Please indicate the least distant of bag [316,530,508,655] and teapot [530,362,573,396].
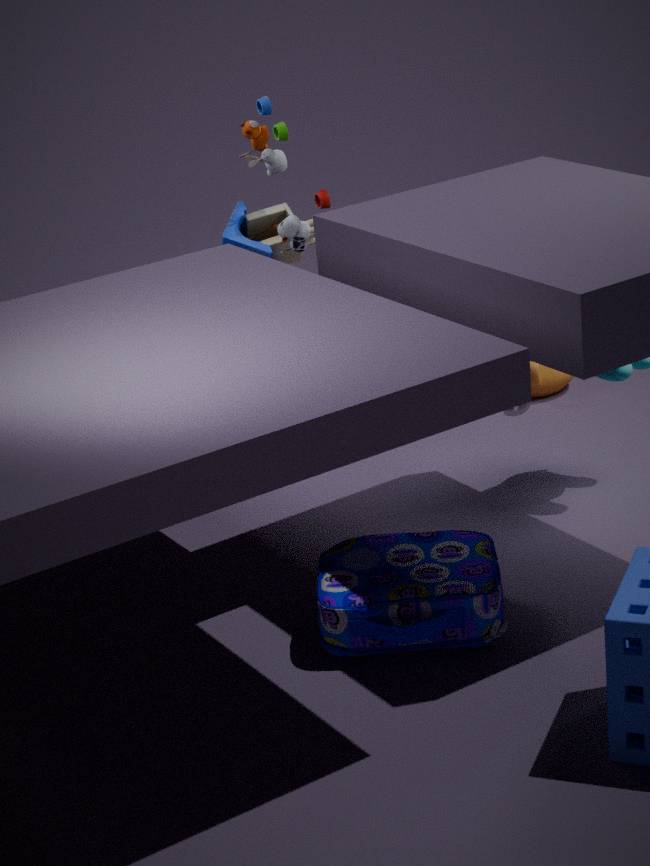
bag [316,530,508,655]
